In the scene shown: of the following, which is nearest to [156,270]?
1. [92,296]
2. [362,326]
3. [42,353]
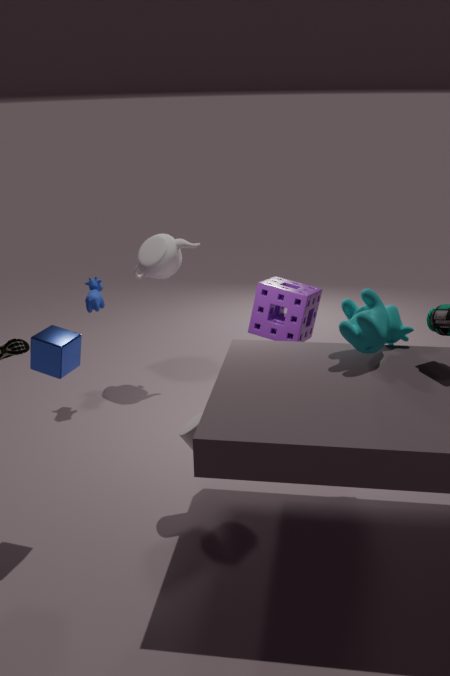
[92,296]
